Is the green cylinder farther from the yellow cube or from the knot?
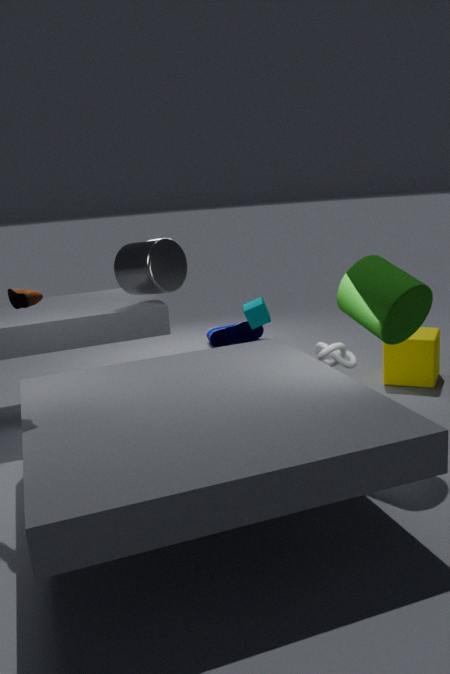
the yellow cube
